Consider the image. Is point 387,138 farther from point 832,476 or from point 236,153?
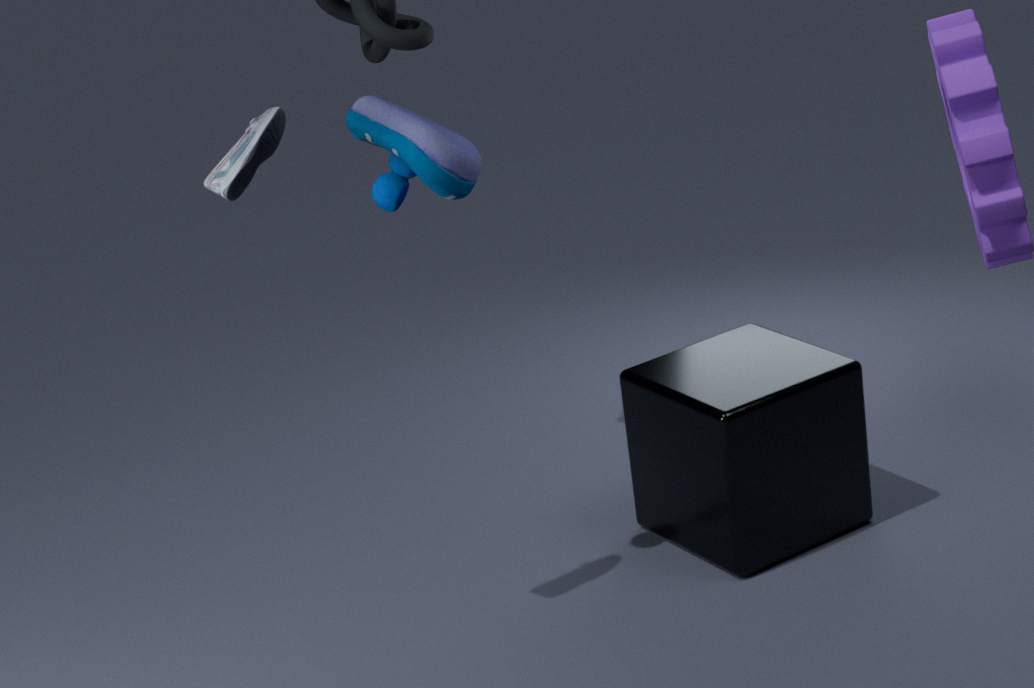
point 832,476
